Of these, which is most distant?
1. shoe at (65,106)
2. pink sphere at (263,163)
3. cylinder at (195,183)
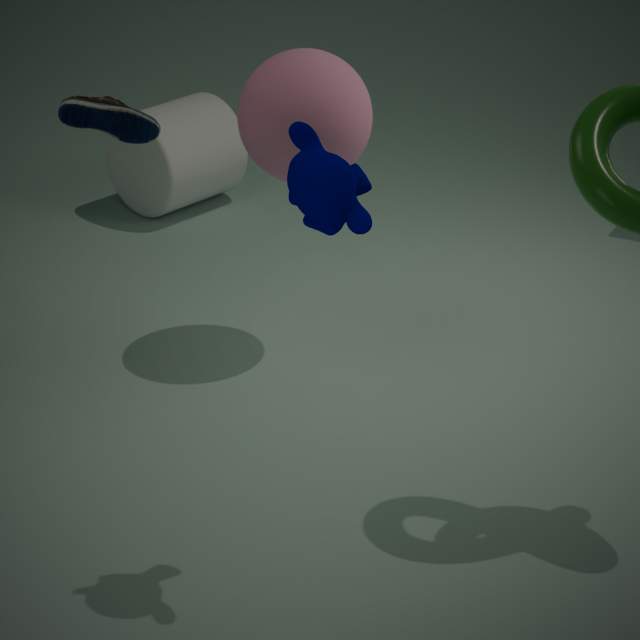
cylinder at (195,183)
